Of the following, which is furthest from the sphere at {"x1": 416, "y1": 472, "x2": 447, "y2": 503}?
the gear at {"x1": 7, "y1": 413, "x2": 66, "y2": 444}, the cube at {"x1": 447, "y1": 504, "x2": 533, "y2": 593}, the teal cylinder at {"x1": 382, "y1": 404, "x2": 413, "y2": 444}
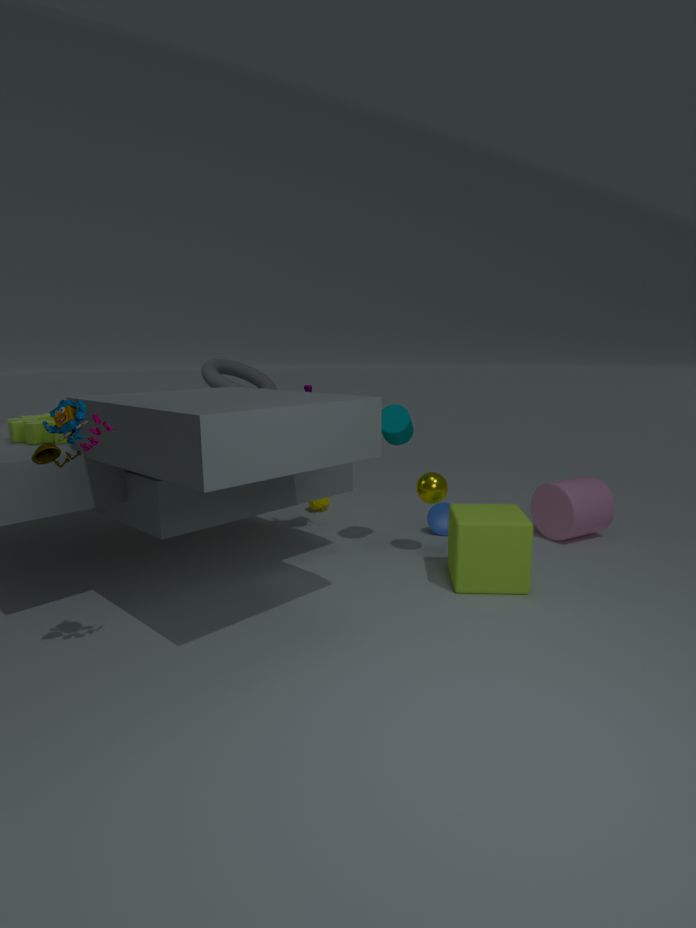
the gear at {"x1": 7, "y1": 413, "x2": 66, "y2": 444}
